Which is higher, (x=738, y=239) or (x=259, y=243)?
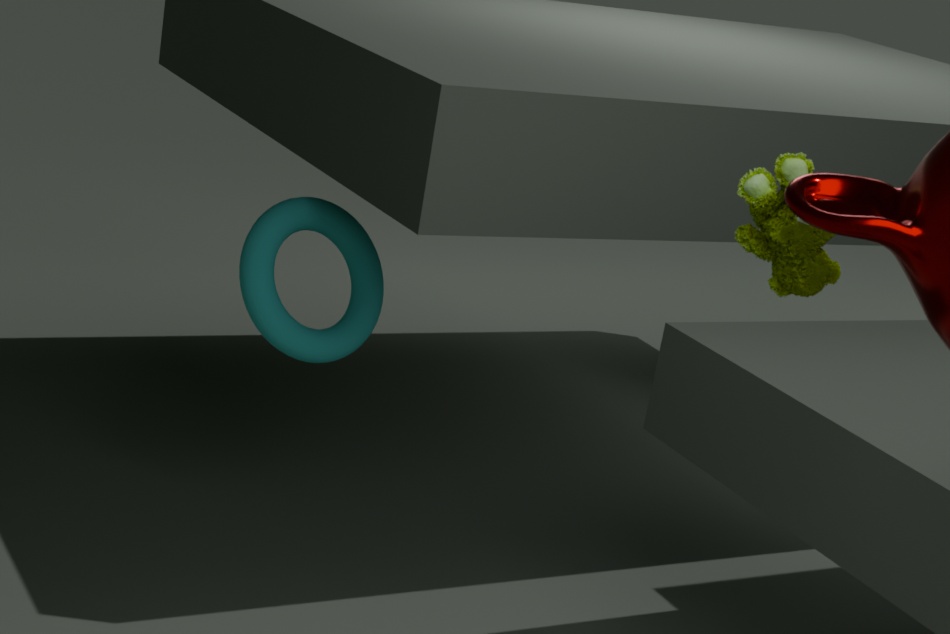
(x=738, y=239)
